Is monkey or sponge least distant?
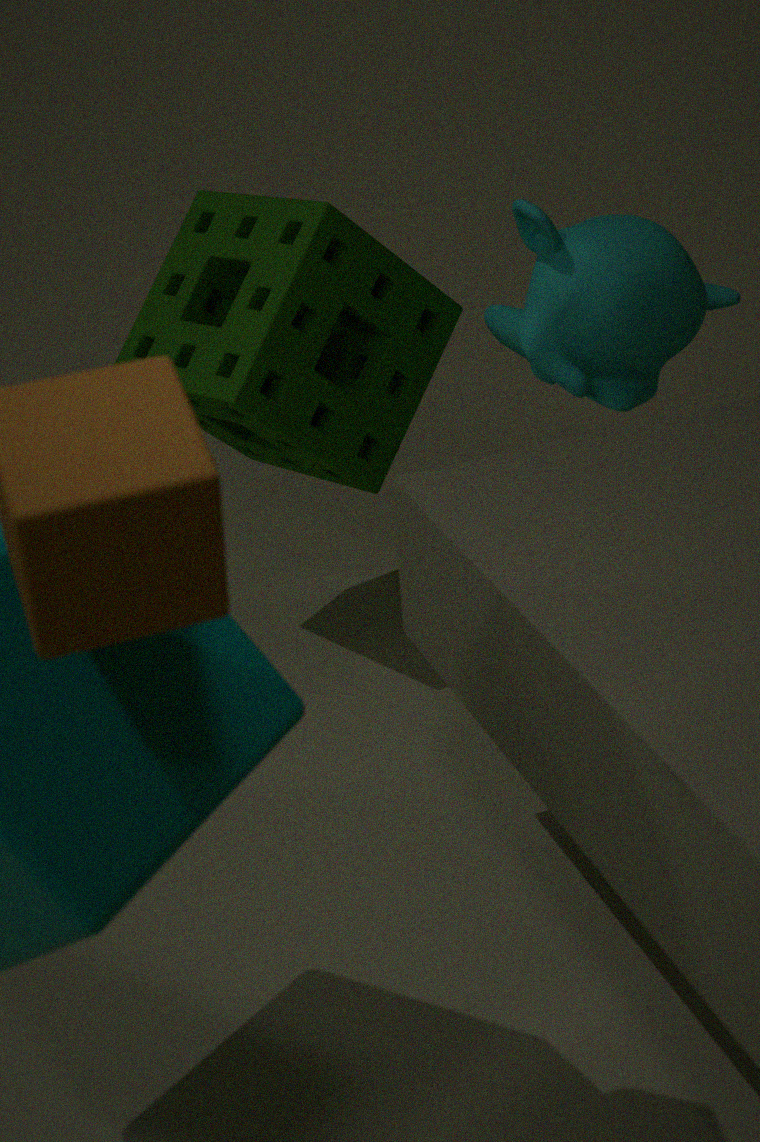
monkey
